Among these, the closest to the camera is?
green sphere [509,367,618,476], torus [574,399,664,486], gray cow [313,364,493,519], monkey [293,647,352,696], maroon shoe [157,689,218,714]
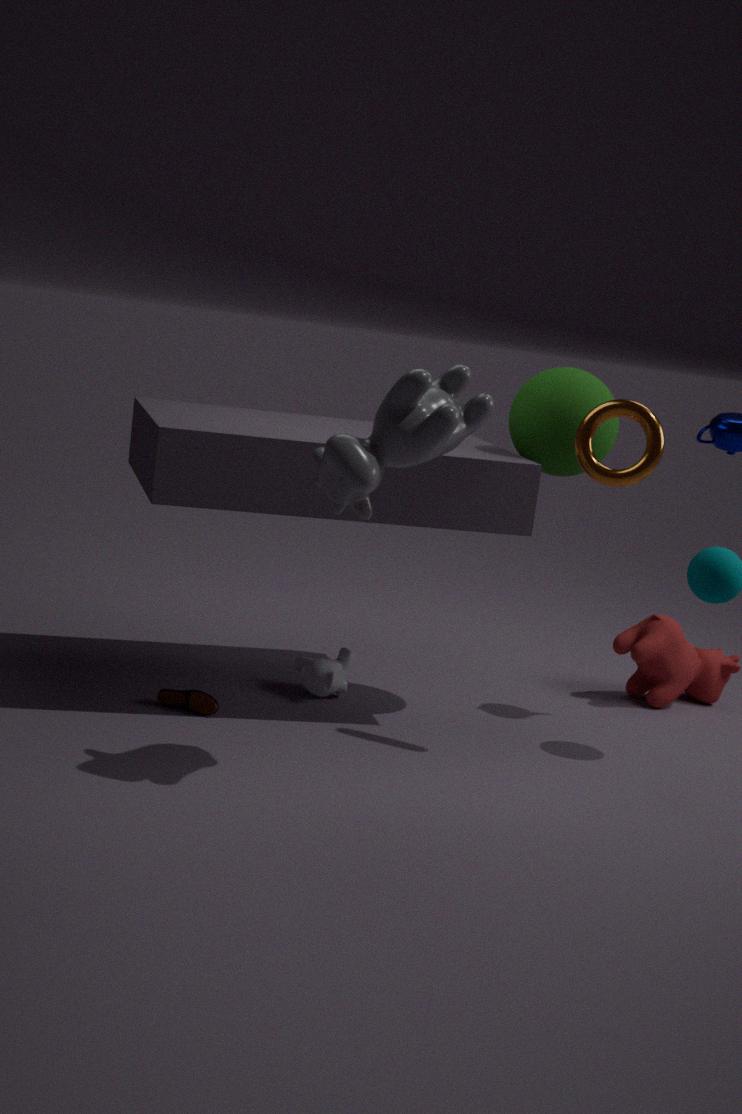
gray cow [313,364,493,519]
